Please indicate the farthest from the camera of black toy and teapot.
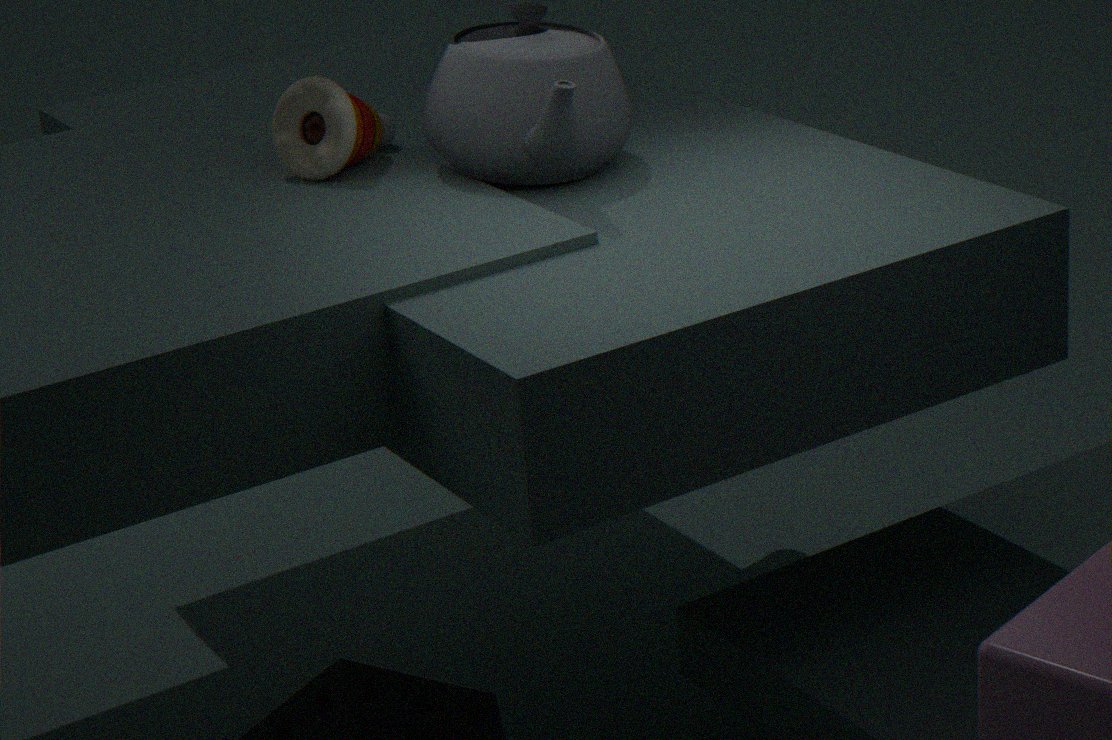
black toy
